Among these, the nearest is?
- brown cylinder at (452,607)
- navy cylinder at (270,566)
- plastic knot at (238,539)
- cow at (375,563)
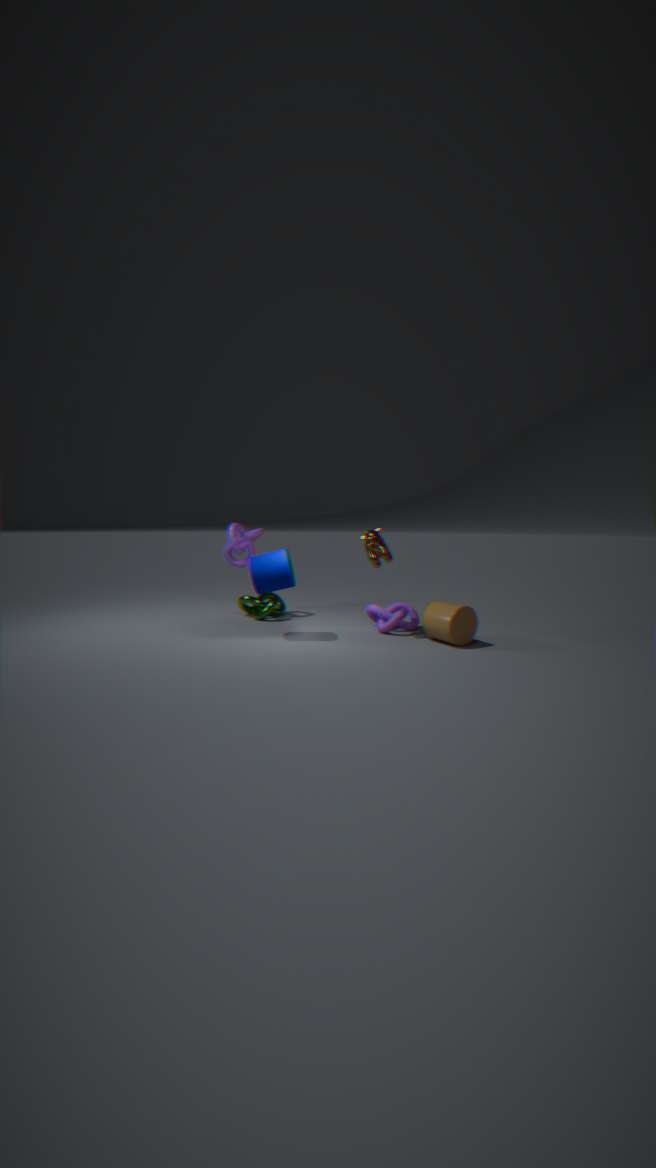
brown cylinder at (452,607)
